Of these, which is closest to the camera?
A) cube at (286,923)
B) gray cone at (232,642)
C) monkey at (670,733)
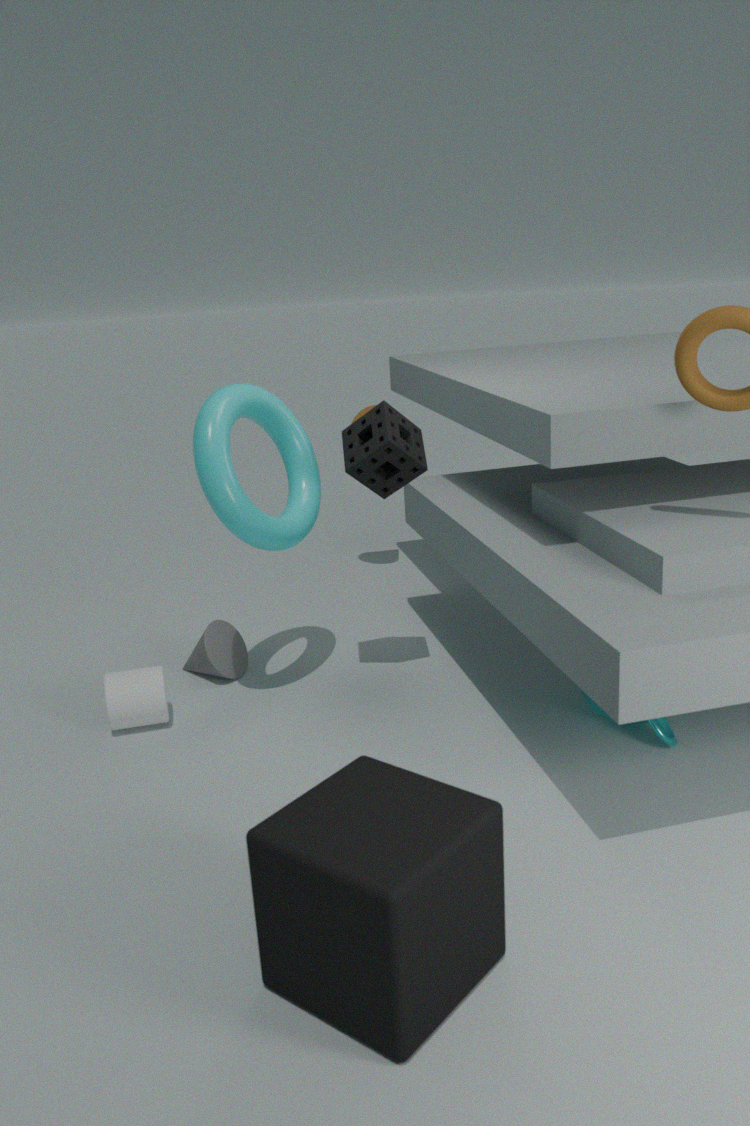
cube at (286,923)
